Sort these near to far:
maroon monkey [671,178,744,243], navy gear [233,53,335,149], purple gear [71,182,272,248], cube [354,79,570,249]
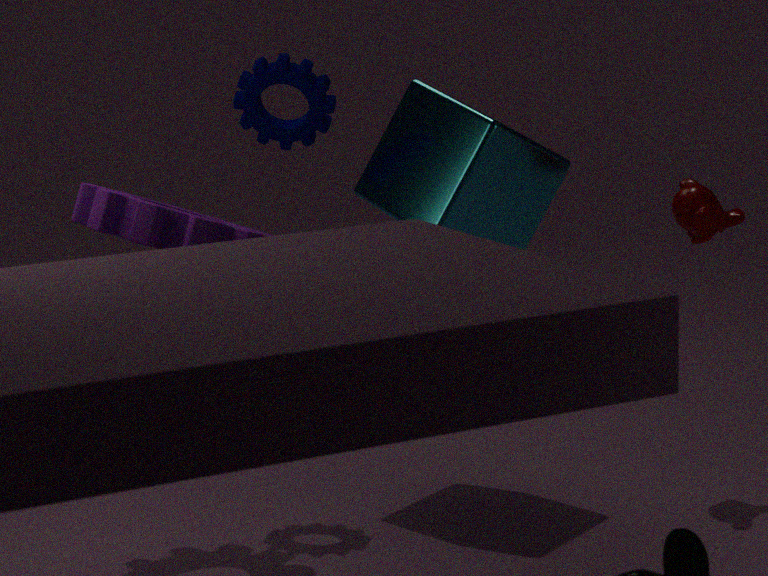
purple gear [71,182,272,248], cube [354,79,570,249], navy gear [233,53,335,149], maroon monkey [671,178,744,243]
